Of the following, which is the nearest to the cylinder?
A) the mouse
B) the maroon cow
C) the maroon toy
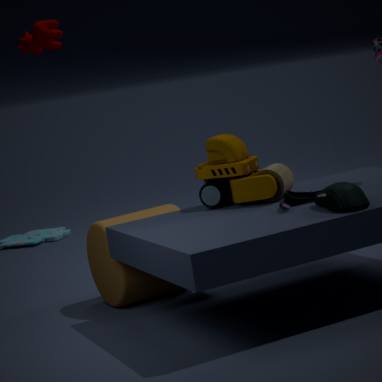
the maroon toy
